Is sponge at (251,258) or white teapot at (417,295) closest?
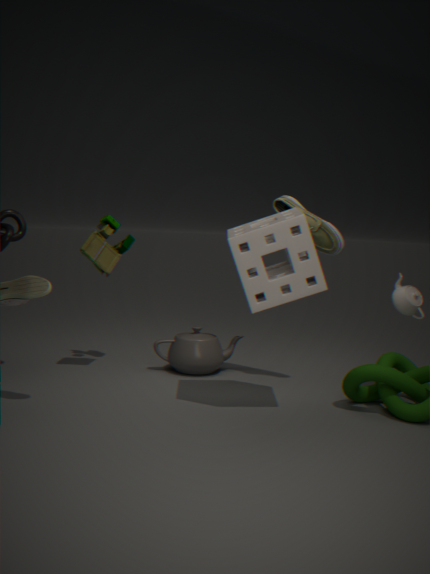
sponge at (251,258)
